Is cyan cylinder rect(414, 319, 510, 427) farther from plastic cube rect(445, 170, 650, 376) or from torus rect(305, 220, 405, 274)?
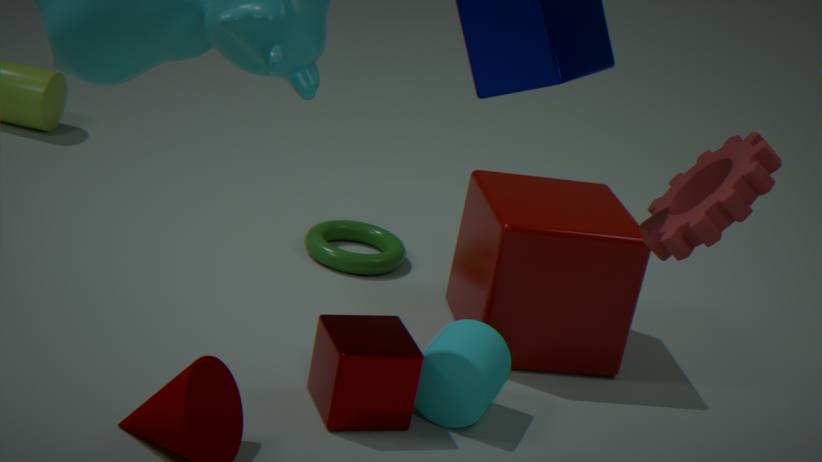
torus rect(305, 220, 405, 274)
